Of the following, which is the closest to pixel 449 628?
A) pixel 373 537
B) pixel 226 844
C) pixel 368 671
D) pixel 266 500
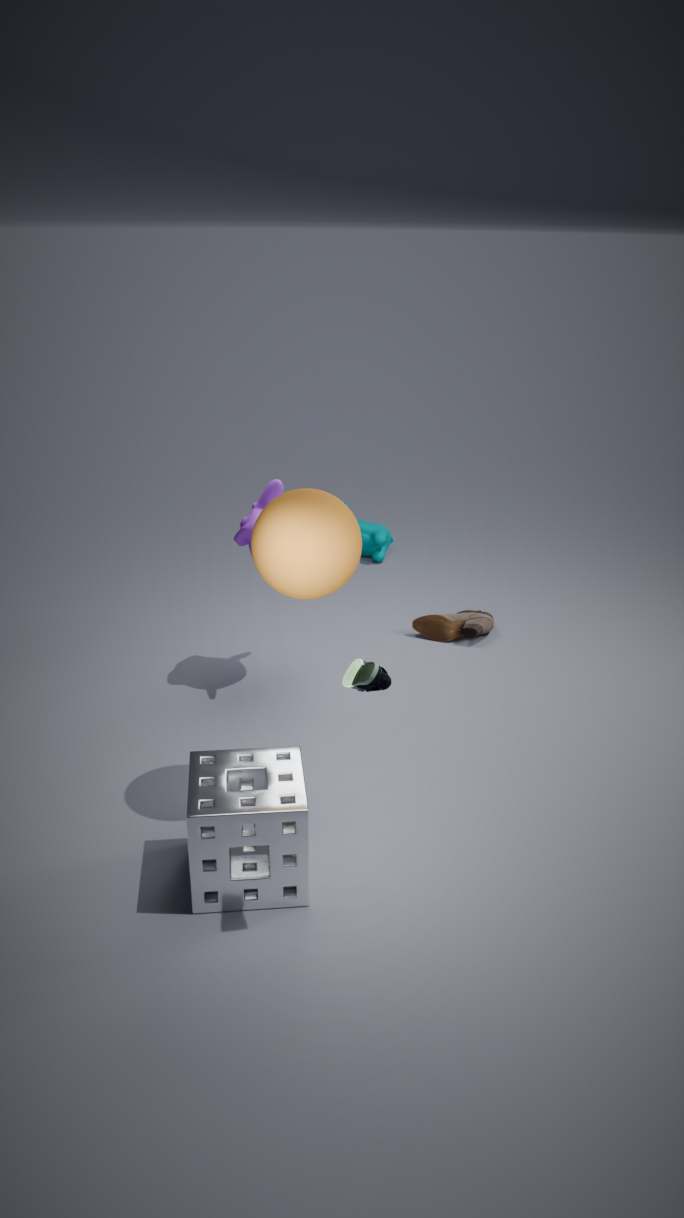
pixel 266 500
